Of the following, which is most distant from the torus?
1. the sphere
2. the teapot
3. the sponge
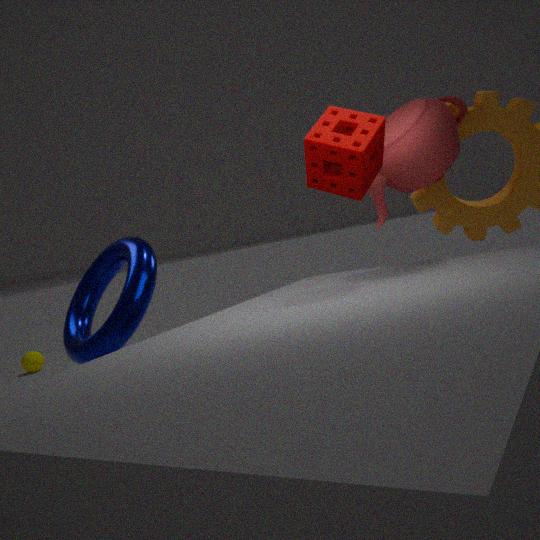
the sphere
